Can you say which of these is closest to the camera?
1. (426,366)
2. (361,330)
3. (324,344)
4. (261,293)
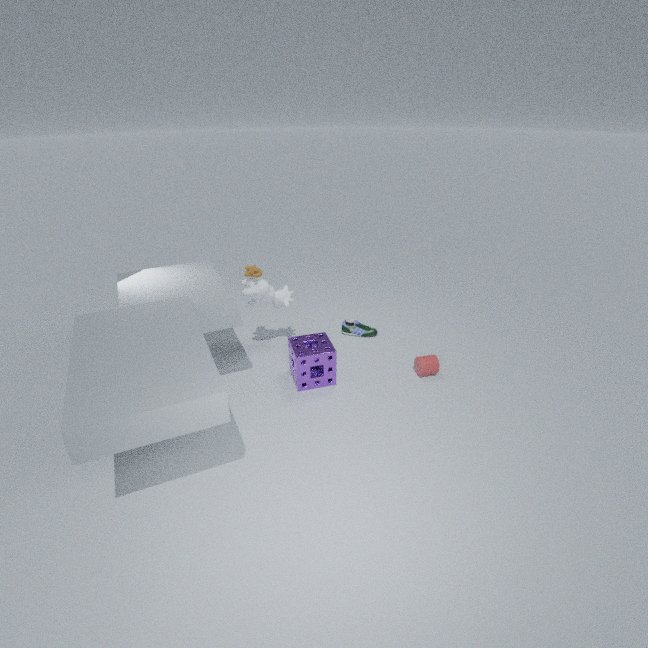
(324,344)
